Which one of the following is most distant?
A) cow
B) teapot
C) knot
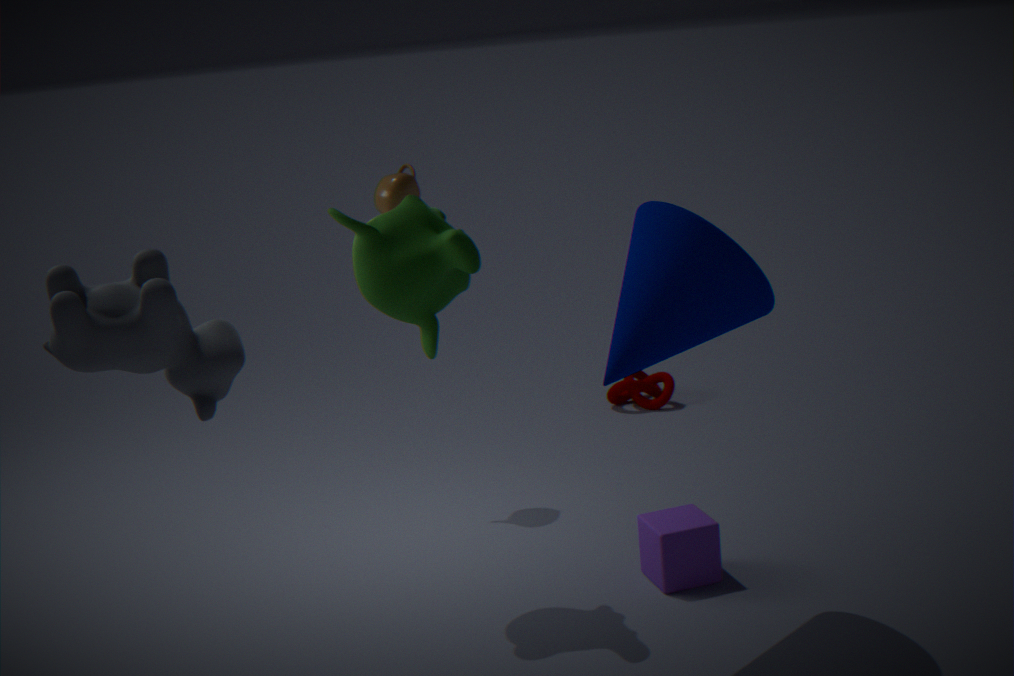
knot
